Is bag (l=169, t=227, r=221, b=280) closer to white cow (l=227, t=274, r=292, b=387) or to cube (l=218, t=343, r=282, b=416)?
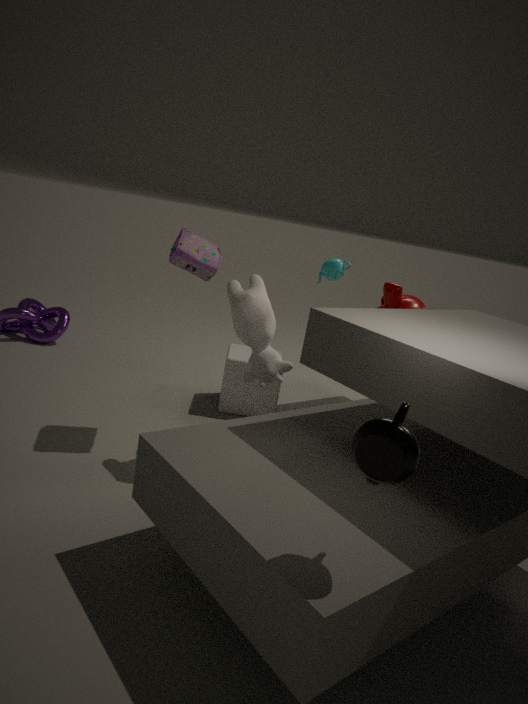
white cow (l=227, t=274, r=292, b=387)
